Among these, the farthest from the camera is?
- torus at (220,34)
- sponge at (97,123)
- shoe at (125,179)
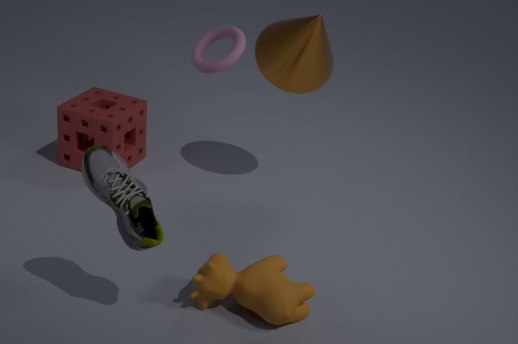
sponge at (97,123)
